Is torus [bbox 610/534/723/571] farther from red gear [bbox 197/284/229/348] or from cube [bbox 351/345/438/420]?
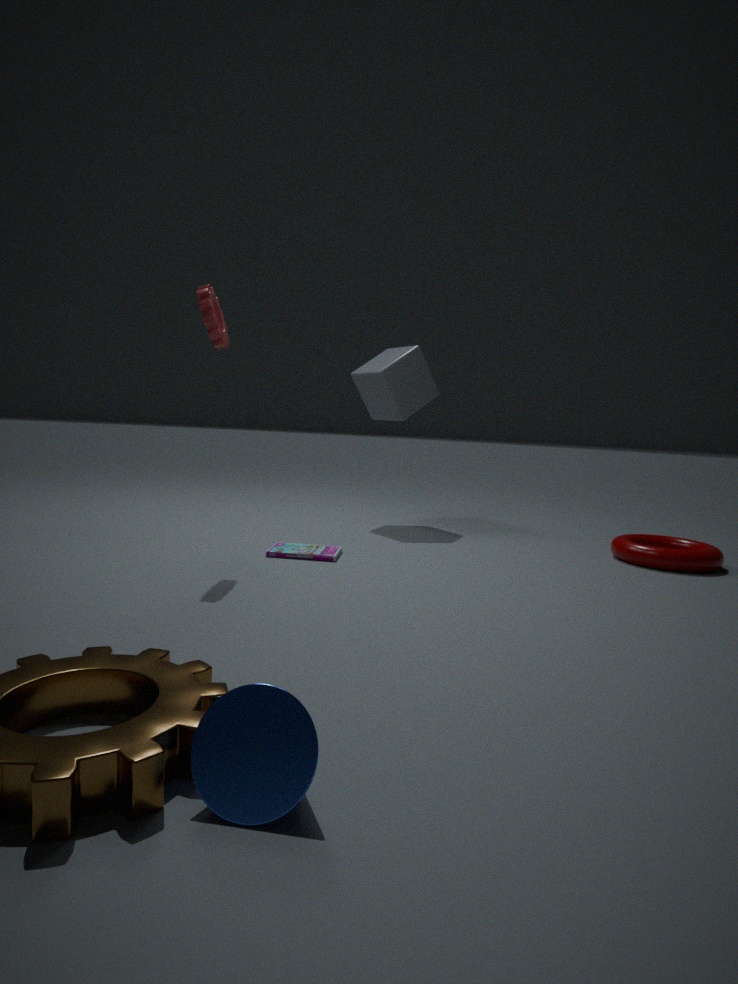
red gear [bbox 197/284/229/348]
